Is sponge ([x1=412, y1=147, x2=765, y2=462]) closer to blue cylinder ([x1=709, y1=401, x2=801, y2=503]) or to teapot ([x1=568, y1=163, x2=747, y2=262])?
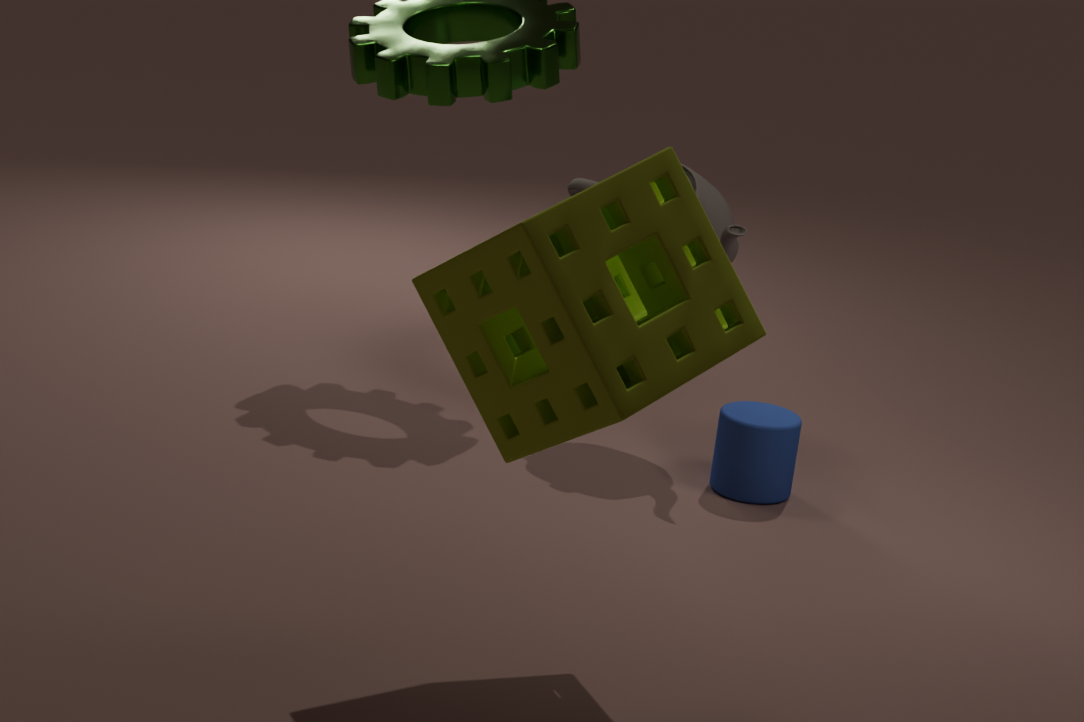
blue cylinder ([x1=709, y1=401, x2=801, y2=503])
